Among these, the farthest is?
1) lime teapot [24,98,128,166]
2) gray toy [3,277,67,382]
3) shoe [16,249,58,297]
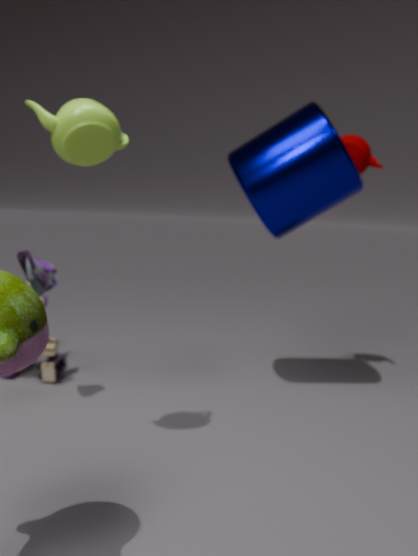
2. gray toy [3,277,67,382]
